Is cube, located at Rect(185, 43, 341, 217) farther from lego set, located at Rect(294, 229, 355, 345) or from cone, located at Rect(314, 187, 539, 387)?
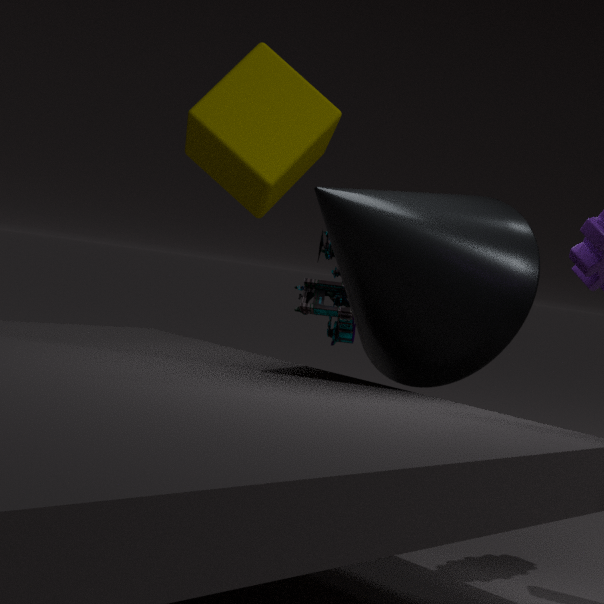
→ cone, located at Rect(314, 187, 539, 387)
